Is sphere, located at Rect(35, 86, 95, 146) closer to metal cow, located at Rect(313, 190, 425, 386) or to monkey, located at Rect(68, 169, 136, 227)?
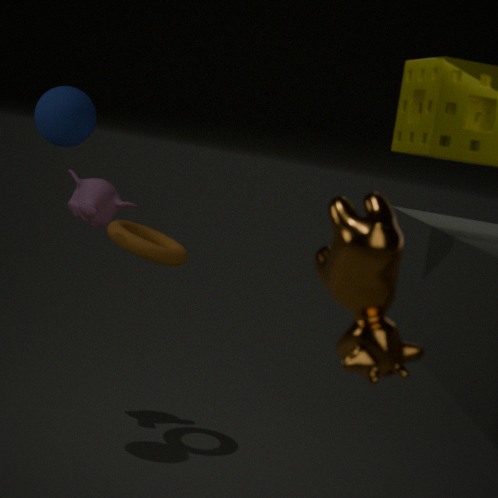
monkey, located at Rect(68, 169, 136, 227)
